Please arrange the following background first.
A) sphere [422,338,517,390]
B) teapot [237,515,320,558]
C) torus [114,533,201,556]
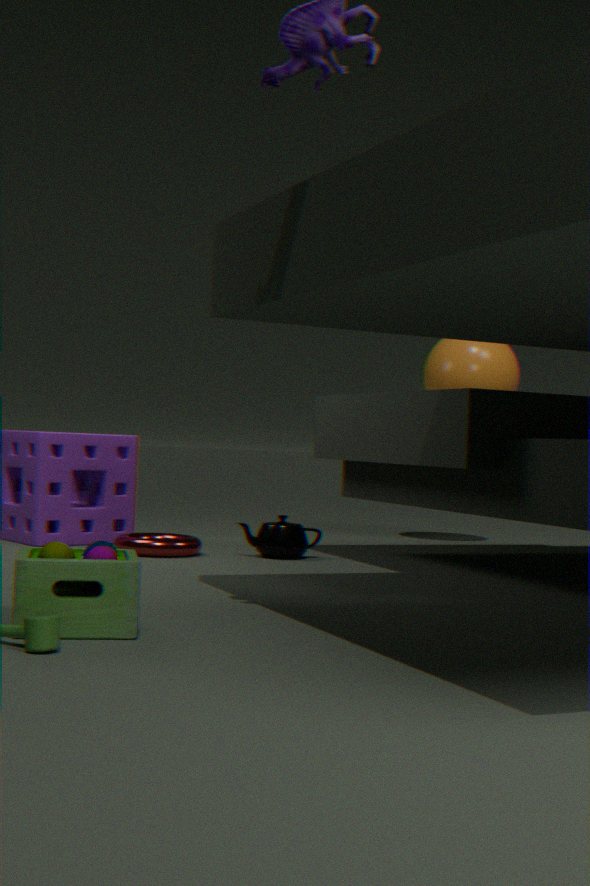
1. sphere [422,338,517,390]
2. teapot [237,515,320,558]
3. torus [114,533,201,556]
